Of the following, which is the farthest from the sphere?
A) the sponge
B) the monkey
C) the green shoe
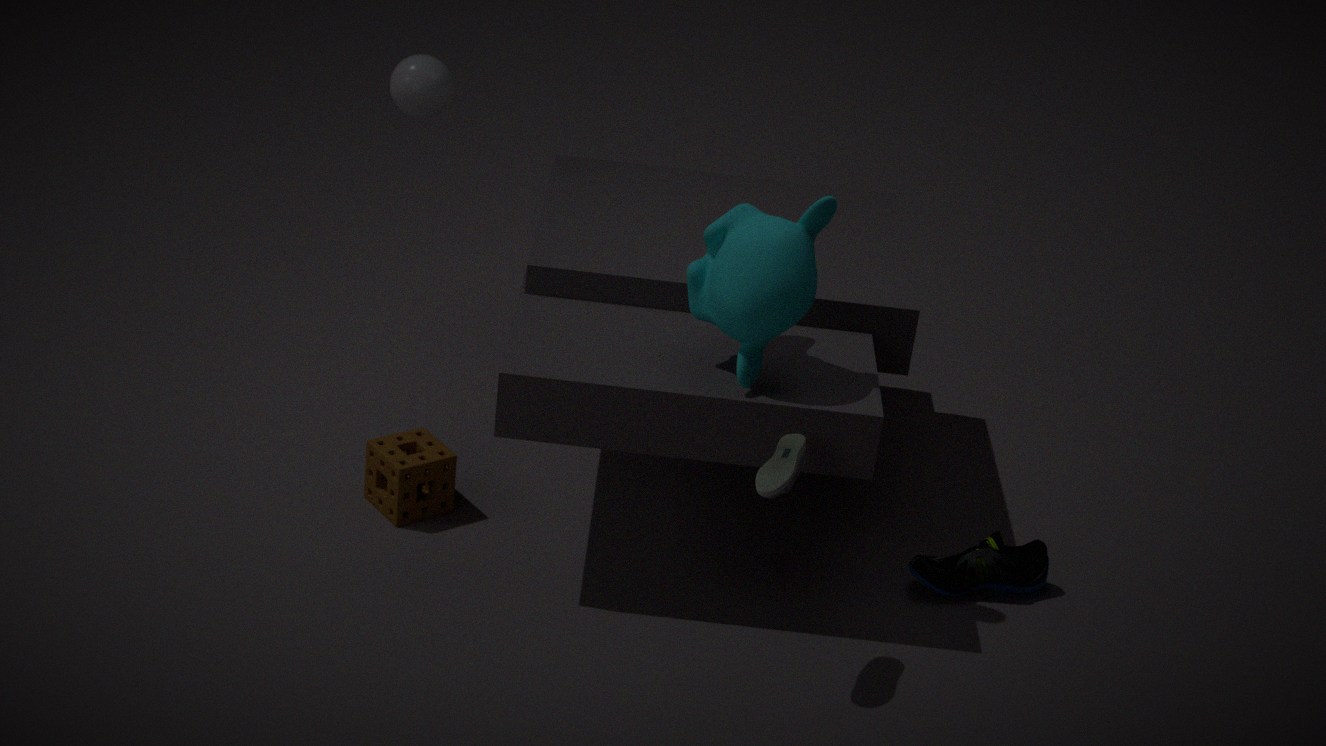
the green shoe
